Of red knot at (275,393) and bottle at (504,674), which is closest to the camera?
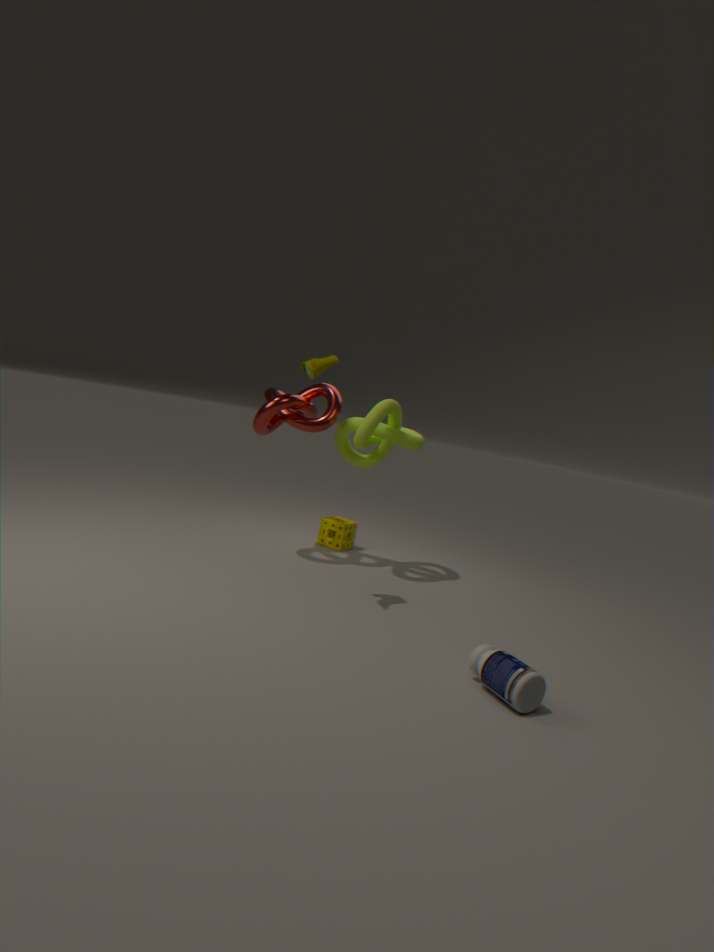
bottle at (504,674)
